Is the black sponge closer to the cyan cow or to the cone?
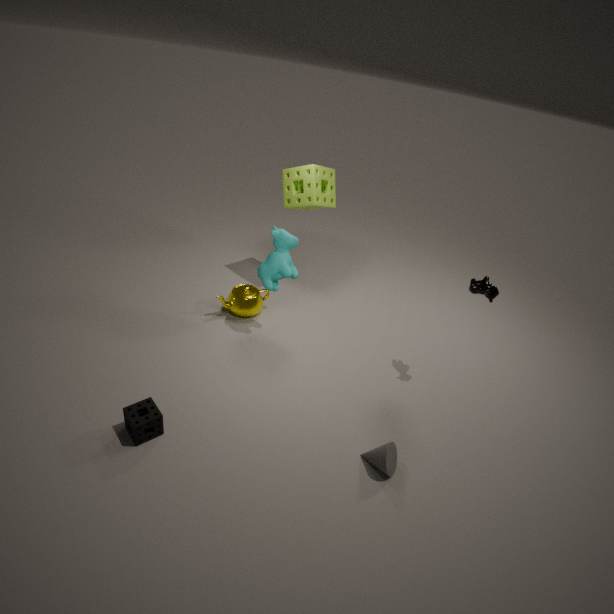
the cyan cow
